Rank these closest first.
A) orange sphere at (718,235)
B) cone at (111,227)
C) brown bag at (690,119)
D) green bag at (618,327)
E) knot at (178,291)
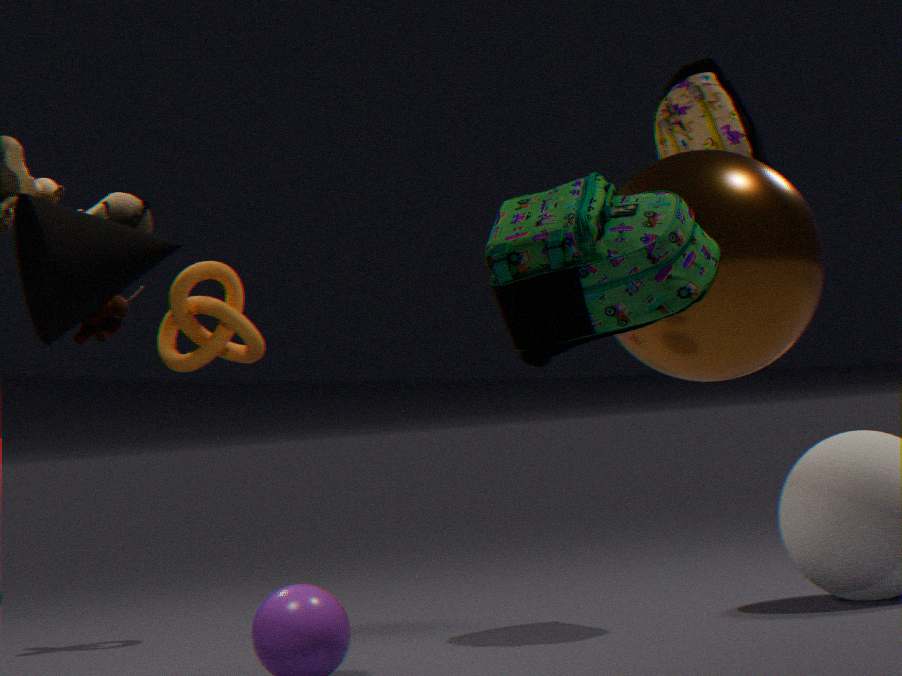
green bag at (618,327) → cone at (111,227) → orange sphere at (718,235) → brown bag at (690,119) → knot at (178,291)
